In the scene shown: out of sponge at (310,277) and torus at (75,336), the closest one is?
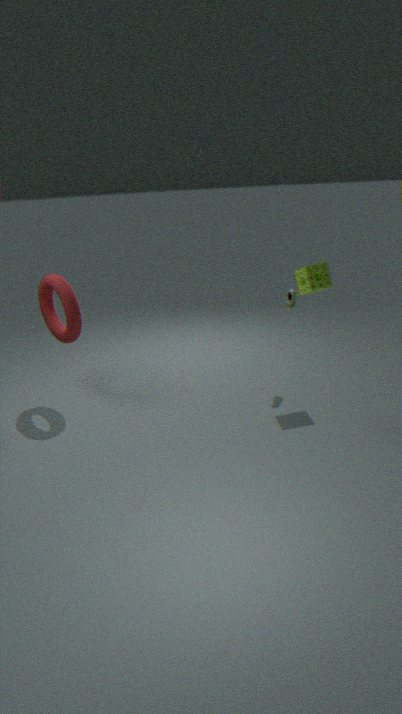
sponge at (310,277)
